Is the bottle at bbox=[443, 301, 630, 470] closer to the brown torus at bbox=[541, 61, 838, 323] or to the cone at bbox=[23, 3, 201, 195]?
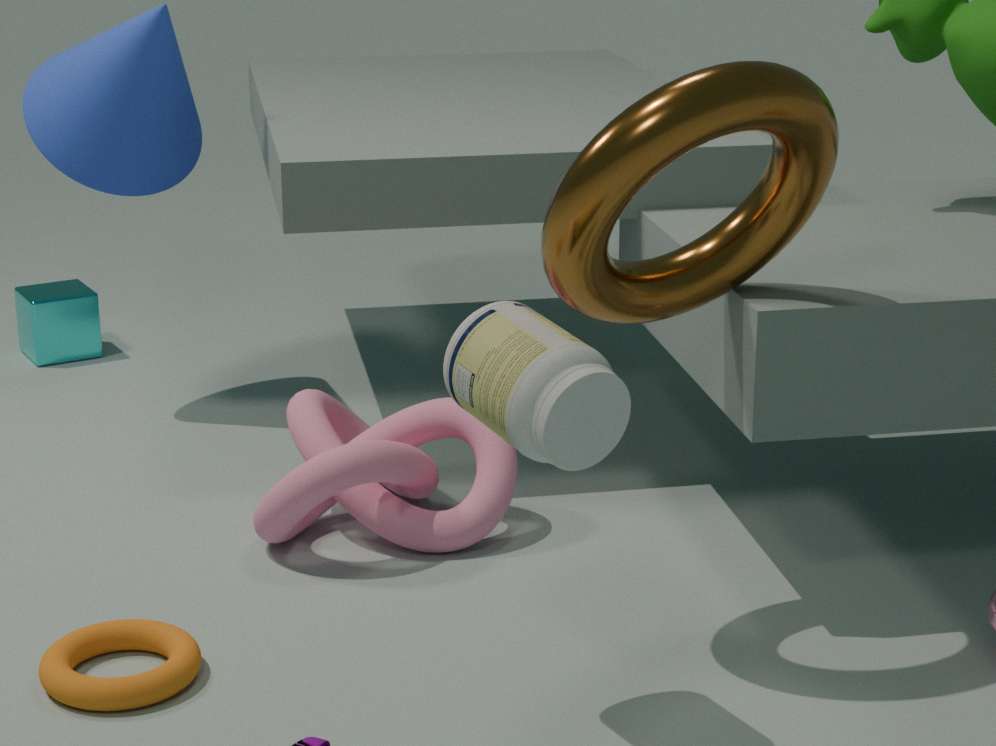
the brown torus at bbox=[541, 61, 838, 323]
